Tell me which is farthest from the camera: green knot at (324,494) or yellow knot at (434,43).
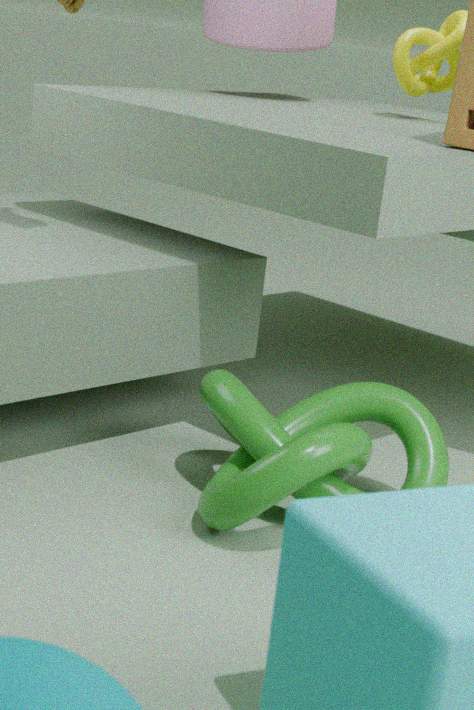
yellow knot at (434,43)
